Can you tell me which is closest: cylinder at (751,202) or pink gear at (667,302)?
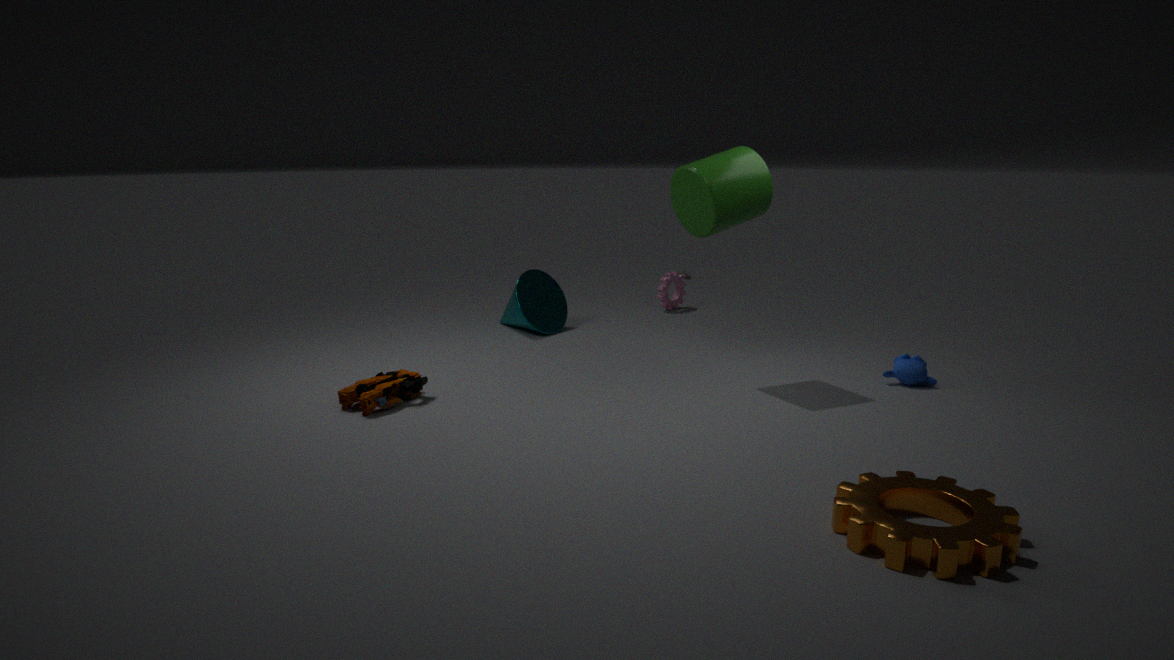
cylinder at (751,202)
